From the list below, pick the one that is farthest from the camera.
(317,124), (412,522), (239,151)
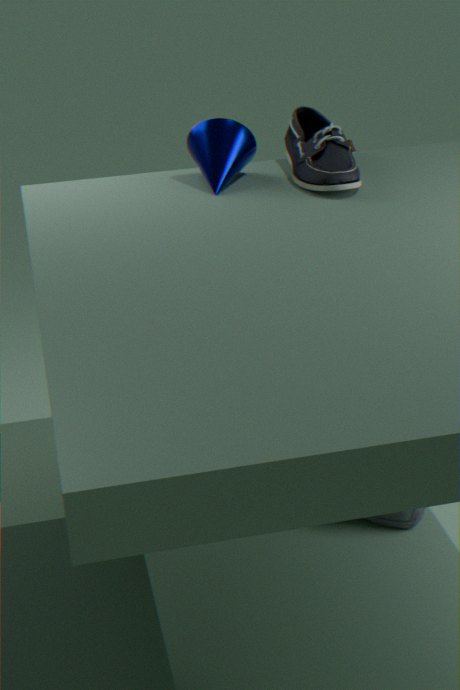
(317,124)
